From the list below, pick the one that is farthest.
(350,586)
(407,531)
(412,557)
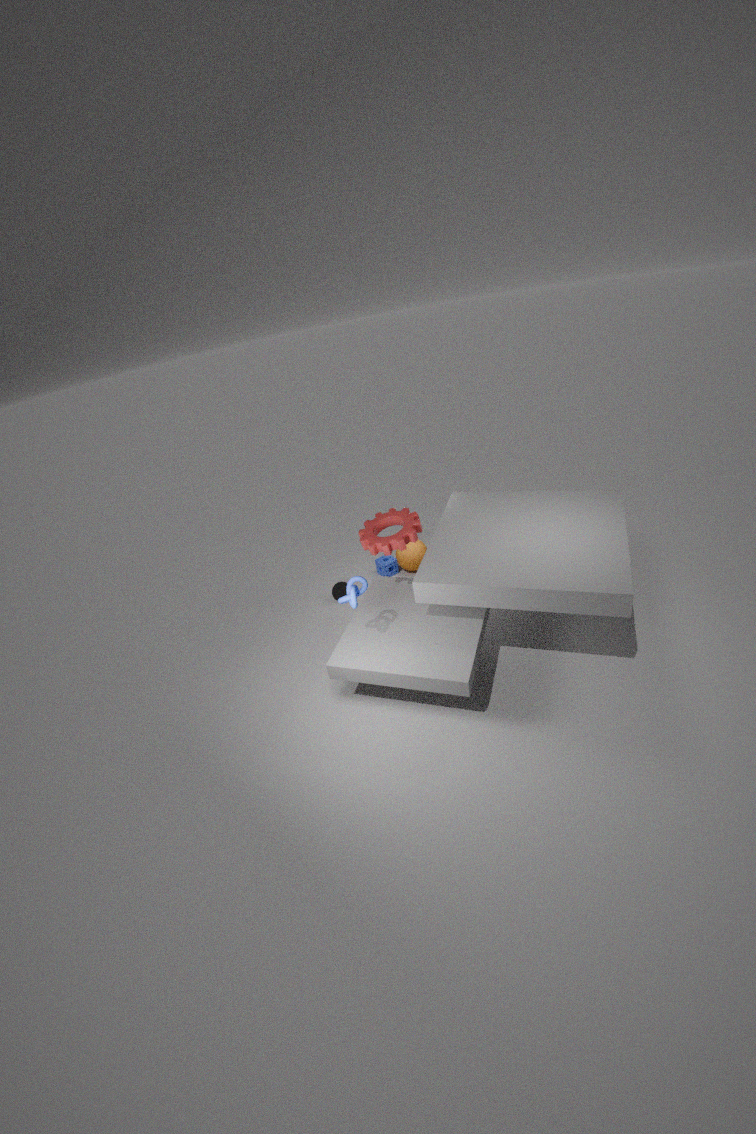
(412,557)
